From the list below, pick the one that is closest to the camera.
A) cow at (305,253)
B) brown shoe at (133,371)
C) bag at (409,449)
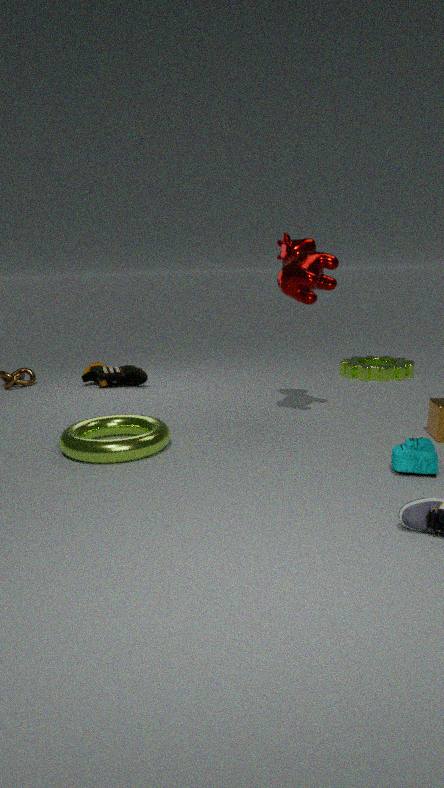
bag at (409,449)
